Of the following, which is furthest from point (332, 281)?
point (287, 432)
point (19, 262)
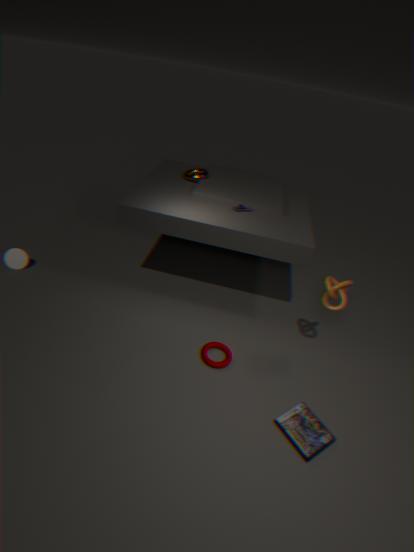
point (19, 262)
